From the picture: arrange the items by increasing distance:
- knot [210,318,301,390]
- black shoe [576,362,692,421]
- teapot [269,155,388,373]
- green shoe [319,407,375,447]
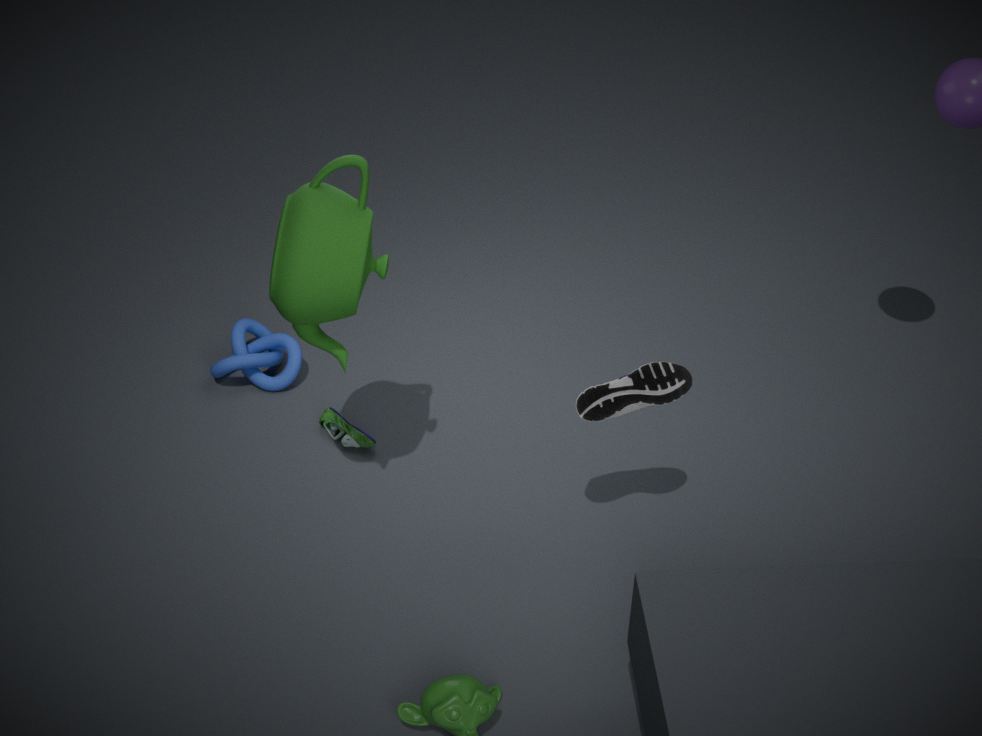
teapot [269,155,388,373] < black shoe [576,362,692,421] < green shoe [319,407,375,447] < knot [210,318,301,390]
